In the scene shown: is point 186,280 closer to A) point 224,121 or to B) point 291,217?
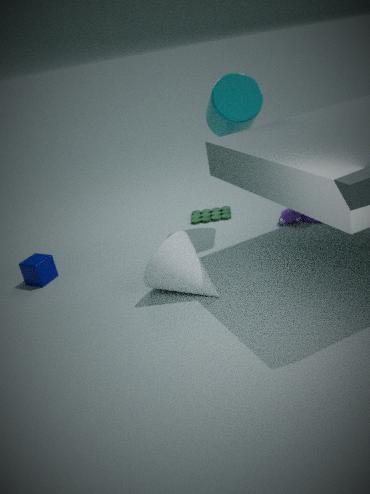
B) point 291,217
